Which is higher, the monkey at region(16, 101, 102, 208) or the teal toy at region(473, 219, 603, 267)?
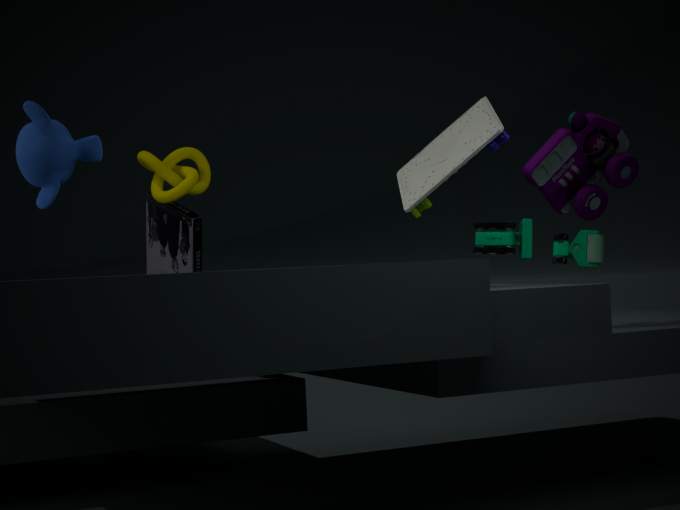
the monkey at region(16, 101, 102, 208)
